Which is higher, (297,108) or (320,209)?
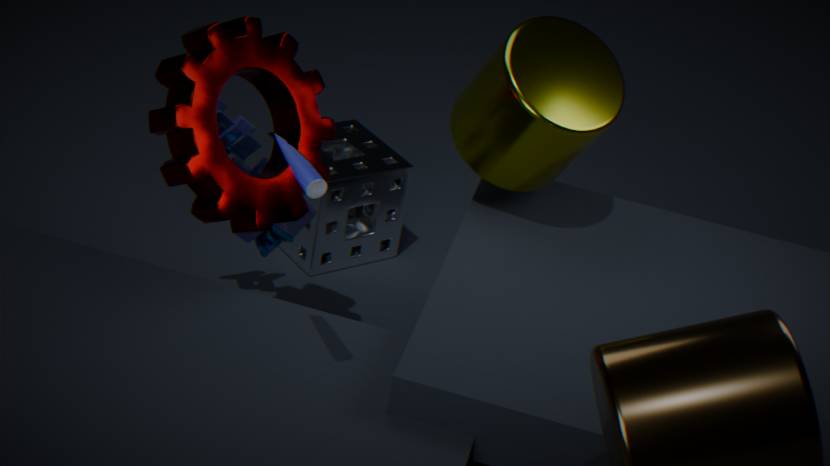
(297,108)
